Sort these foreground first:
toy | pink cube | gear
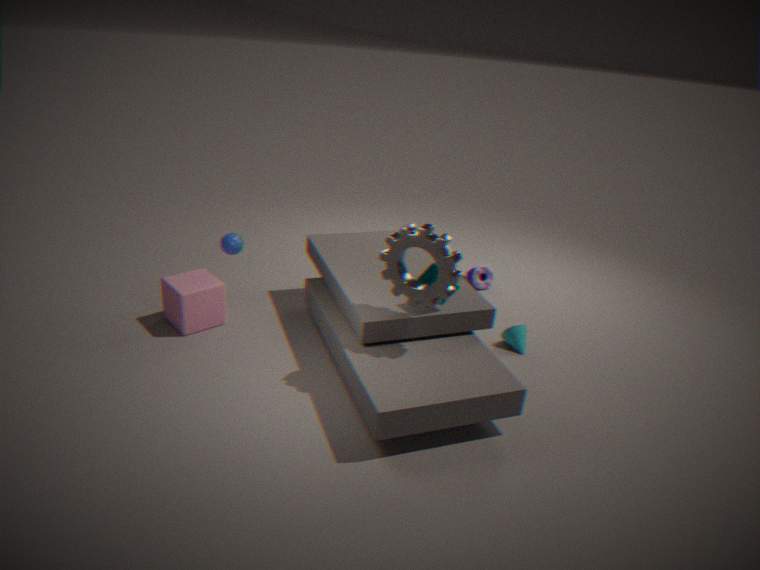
gear → pink cube → toy
